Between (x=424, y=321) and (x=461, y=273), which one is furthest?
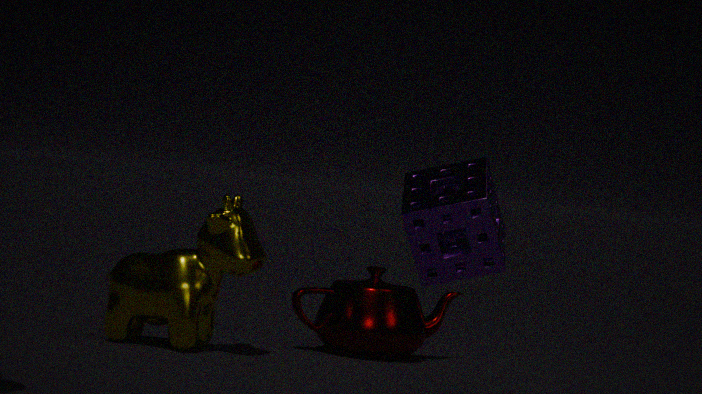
(x=424, y=321)
